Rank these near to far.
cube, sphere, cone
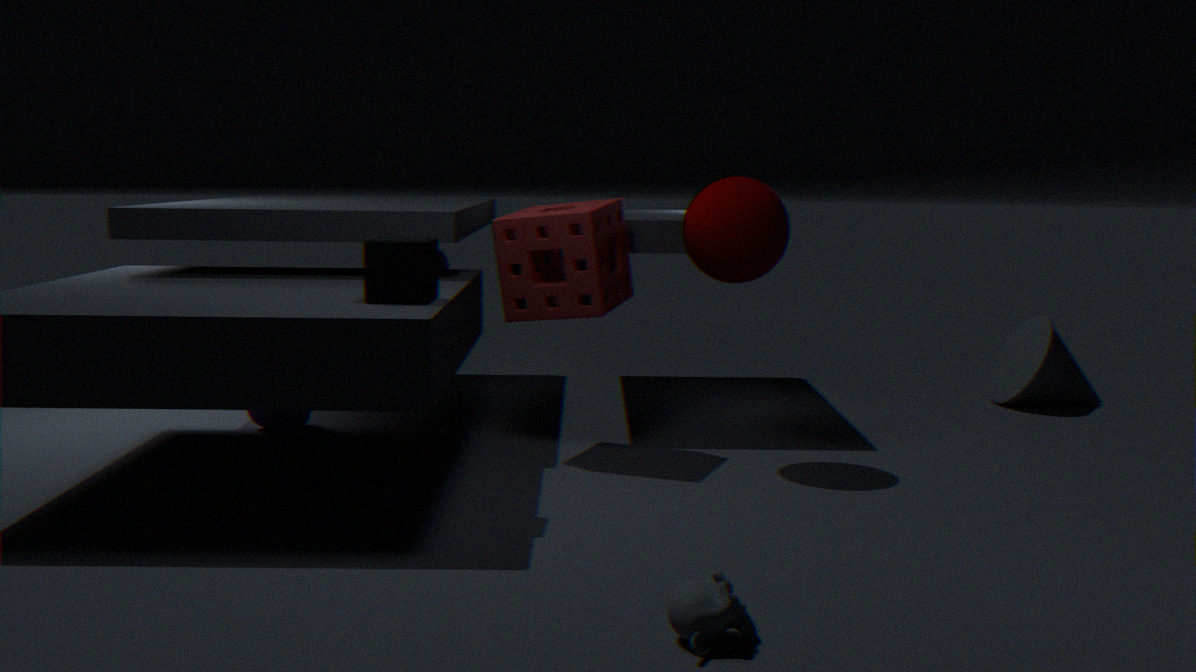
cube < sphere < cone
